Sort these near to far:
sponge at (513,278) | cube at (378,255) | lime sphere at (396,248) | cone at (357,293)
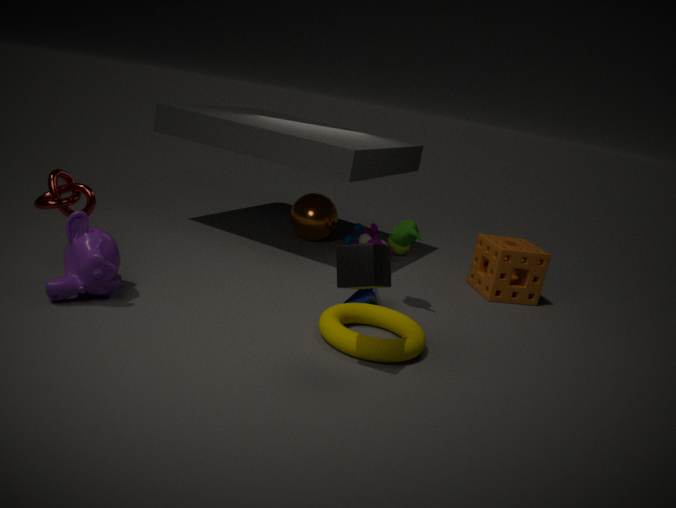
cube at (378,255) → cone at (357,293) → sponge at (513,278) → lime sphere at (396,248)
